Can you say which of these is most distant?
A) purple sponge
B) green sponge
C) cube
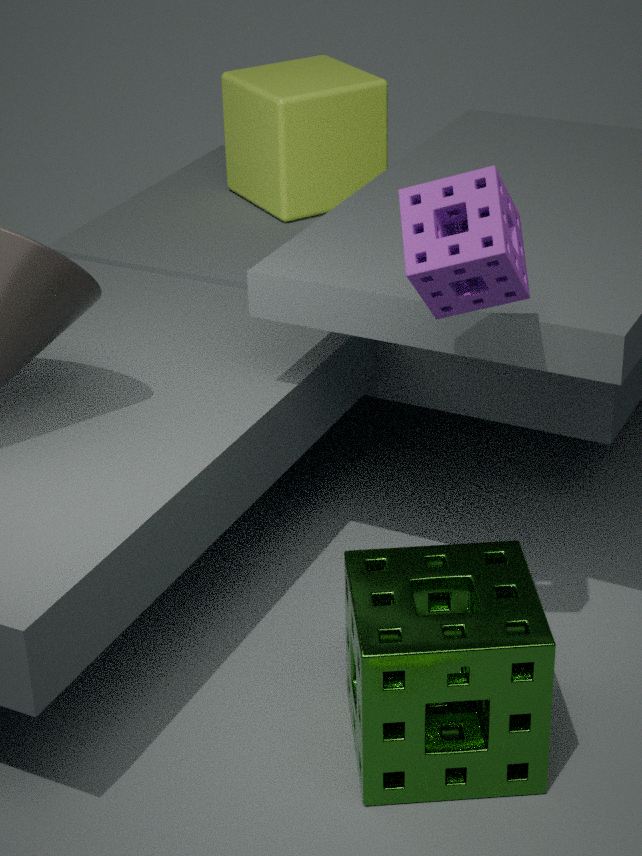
cube
